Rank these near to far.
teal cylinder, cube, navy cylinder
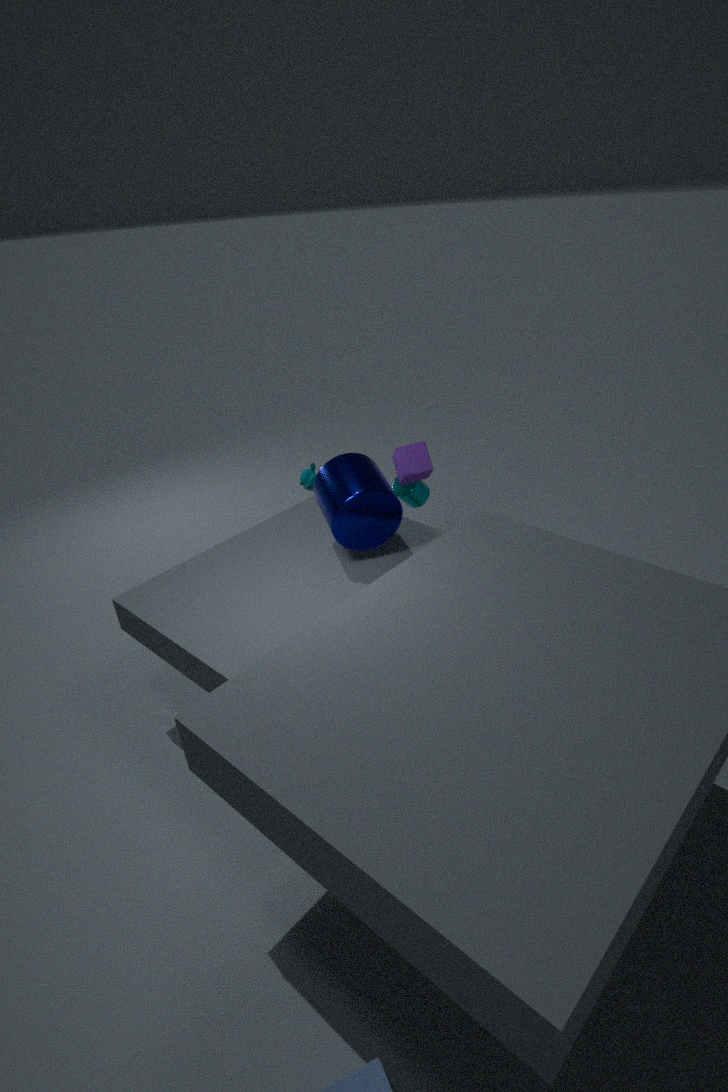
navy cylinder → cube → teal cylinder
